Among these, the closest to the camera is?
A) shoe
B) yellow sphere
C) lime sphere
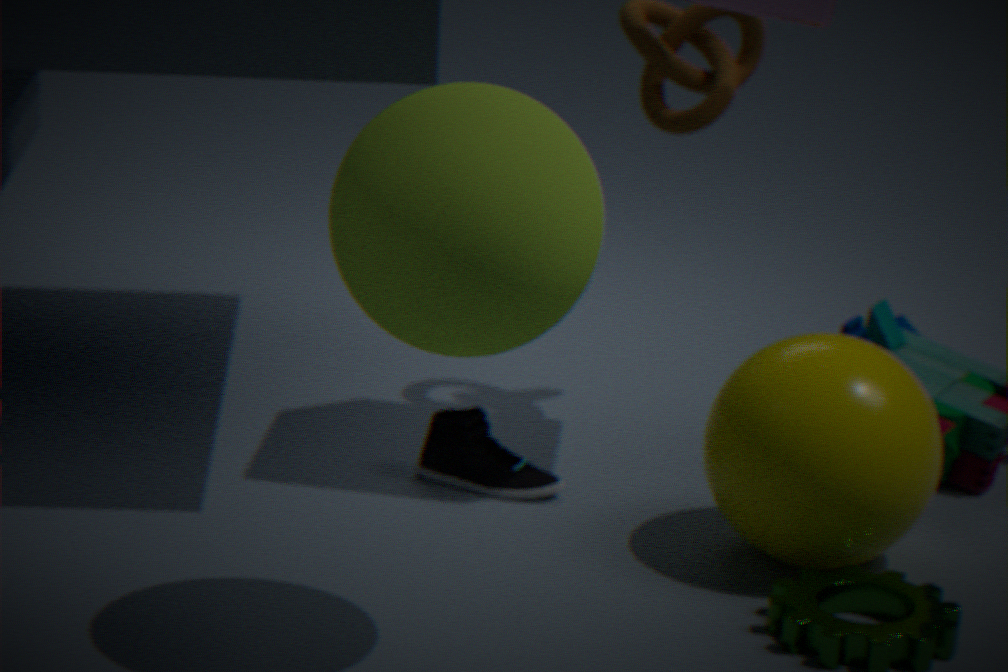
lime sphere
